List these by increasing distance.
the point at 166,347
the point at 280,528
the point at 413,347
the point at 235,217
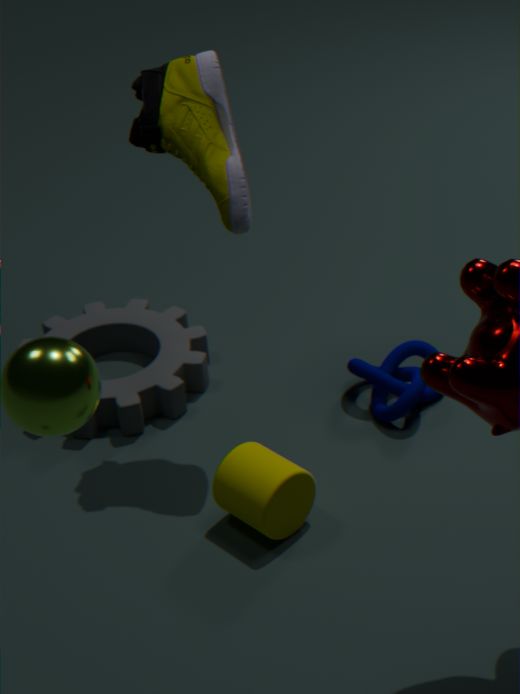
the point at 280,528 < the point at 235,217 < the point at 413,347 < the point at 166,347
